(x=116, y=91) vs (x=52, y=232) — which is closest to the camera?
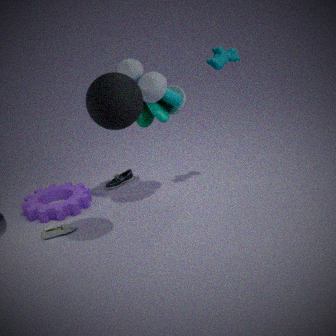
(x=116, y=91)
